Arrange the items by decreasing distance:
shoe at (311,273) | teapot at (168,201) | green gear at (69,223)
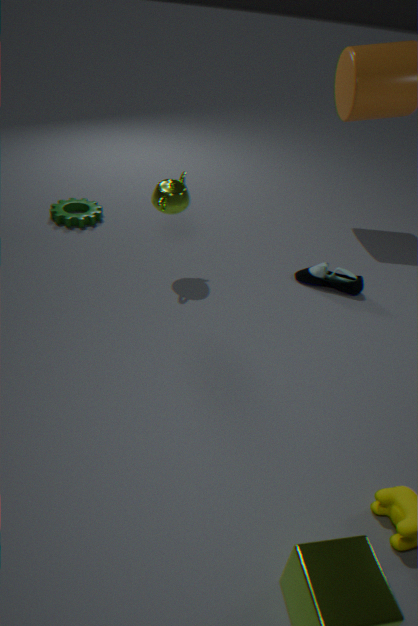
green gear at (69,223)
shoe at (311,273)
teapot at (168,201)
